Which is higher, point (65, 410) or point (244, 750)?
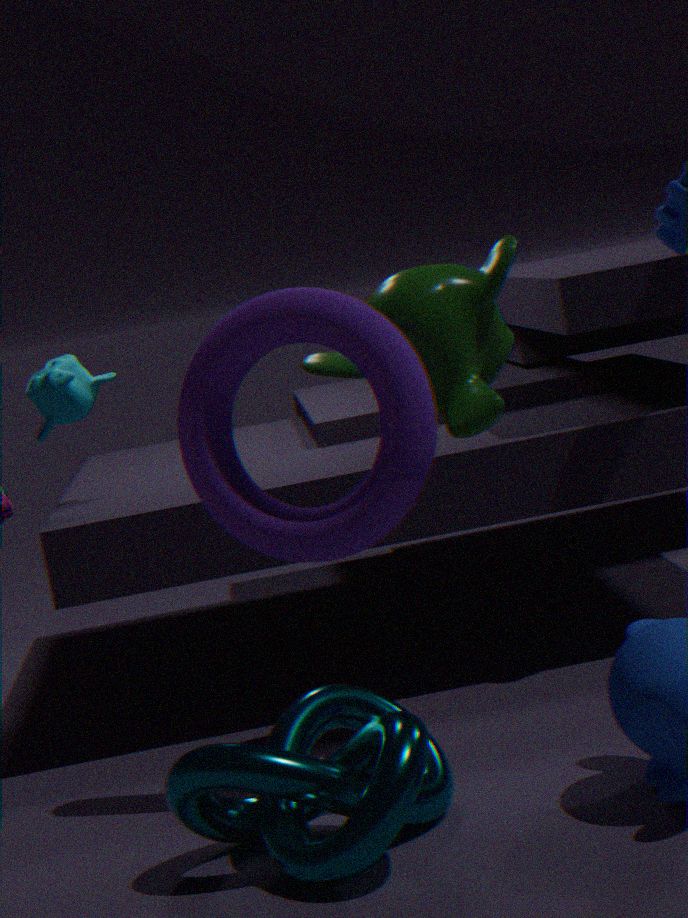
point (65, 410)
